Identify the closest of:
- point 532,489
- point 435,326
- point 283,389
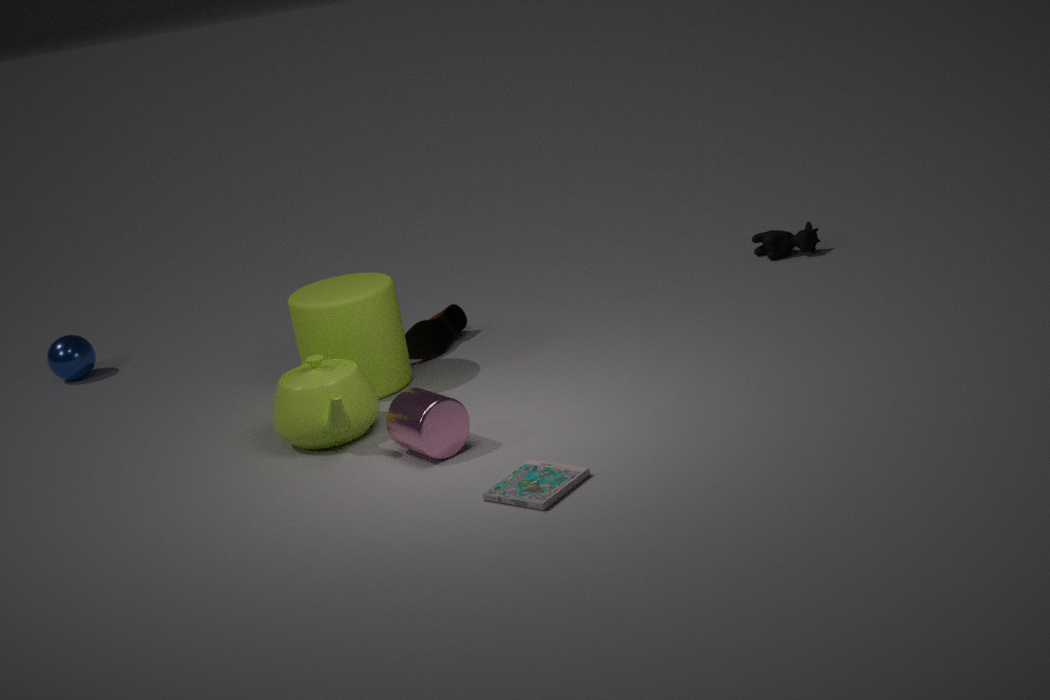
point 532,489
